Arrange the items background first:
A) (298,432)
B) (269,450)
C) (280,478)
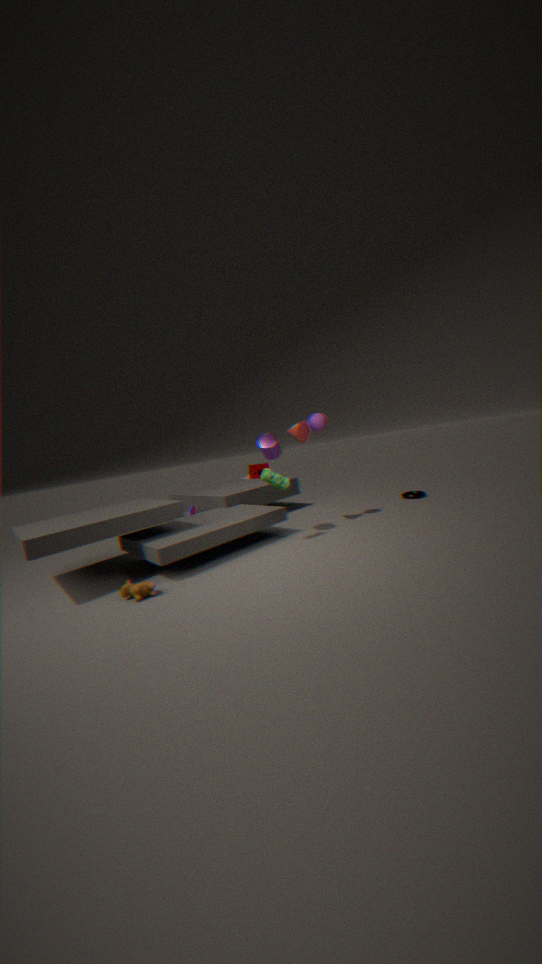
(298,432)
(269,450)
(280,478)
